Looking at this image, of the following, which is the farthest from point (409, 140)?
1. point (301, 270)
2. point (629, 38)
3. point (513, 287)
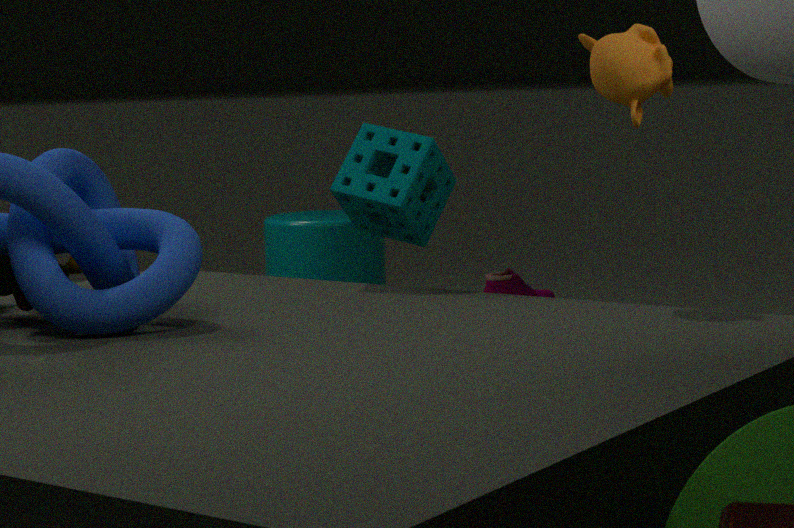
point (513, 287)
